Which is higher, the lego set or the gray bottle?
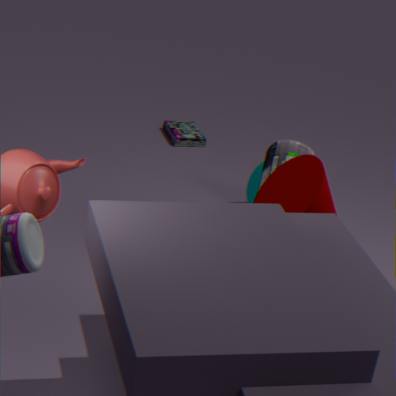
the gray bottle
